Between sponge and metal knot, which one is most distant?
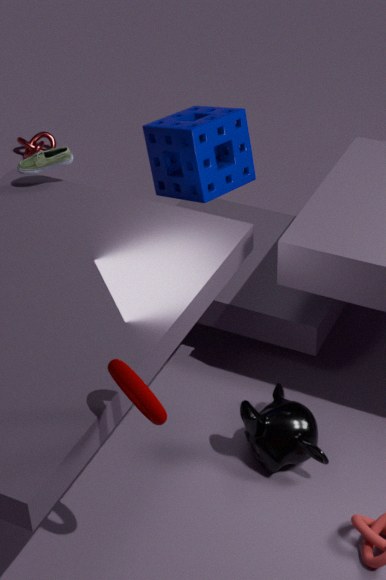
metal knot
